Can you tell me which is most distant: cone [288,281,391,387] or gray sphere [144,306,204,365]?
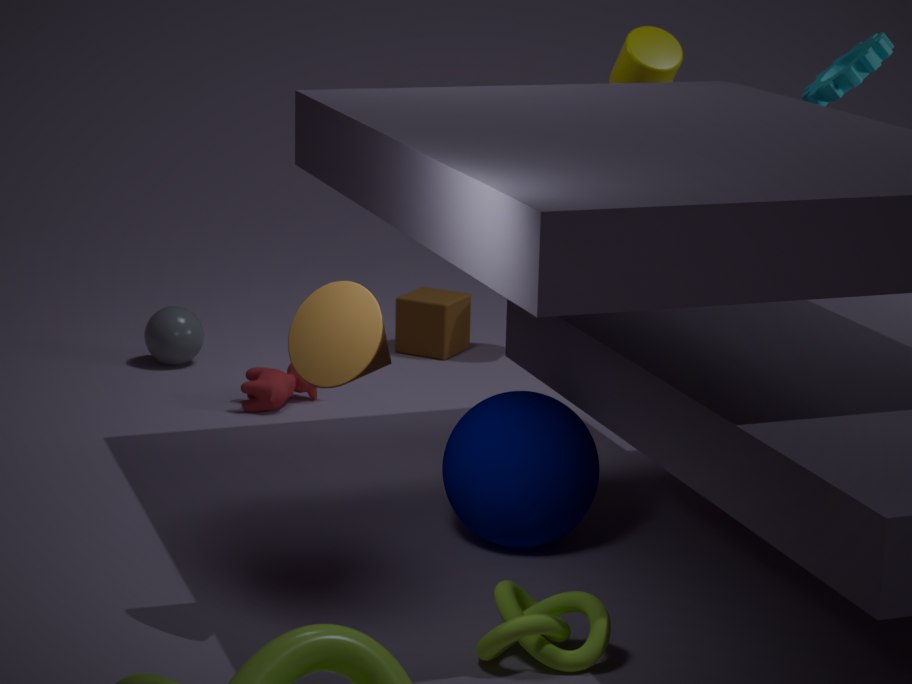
gray sphere [144,306,204,365]
